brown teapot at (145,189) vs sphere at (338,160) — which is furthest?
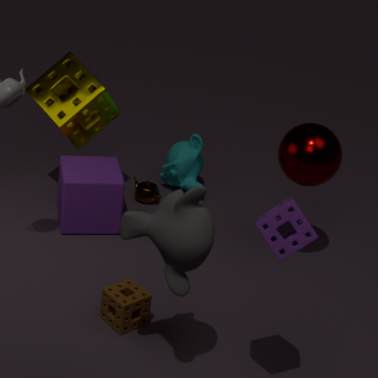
brown teapot at (145,189)
